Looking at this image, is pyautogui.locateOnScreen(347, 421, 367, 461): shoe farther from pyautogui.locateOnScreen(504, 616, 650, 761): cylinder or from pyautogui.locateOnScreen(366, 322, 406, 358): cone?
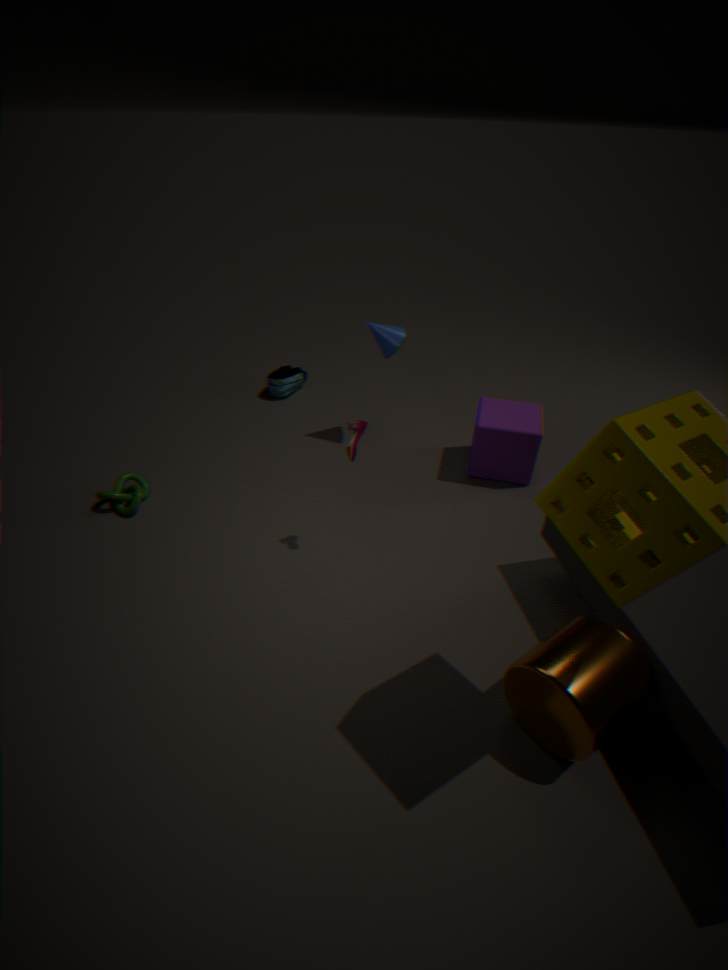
pyautogui.locateOnScreen(504, 616, 650, 761): cylinder
